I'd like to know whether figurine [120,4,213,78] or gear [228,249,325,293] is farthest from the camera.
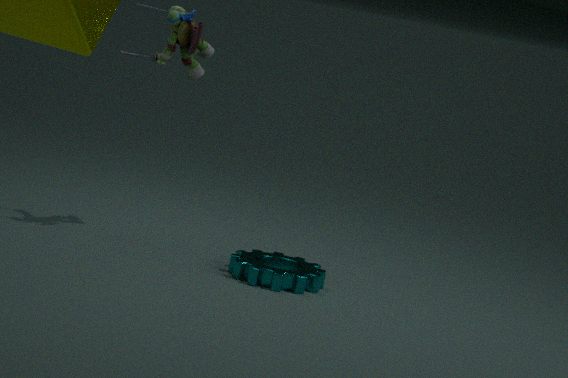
figurine [120,4,213,78]
